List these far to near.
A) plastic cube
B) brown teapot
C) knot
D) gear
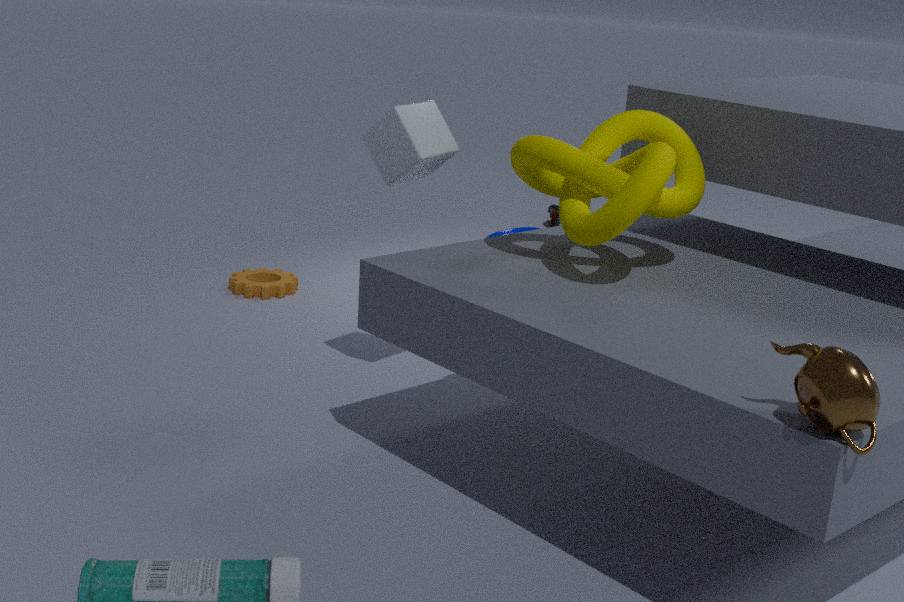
gear → plastic cube → knot → brown teapot
